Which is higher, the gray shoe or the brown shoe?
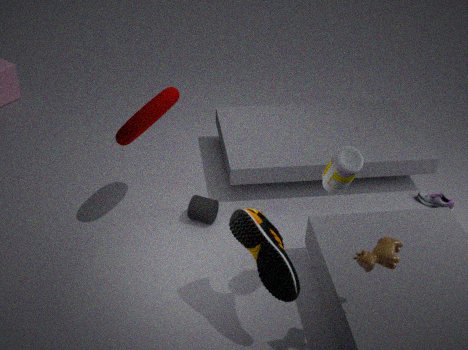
the brown shoe
